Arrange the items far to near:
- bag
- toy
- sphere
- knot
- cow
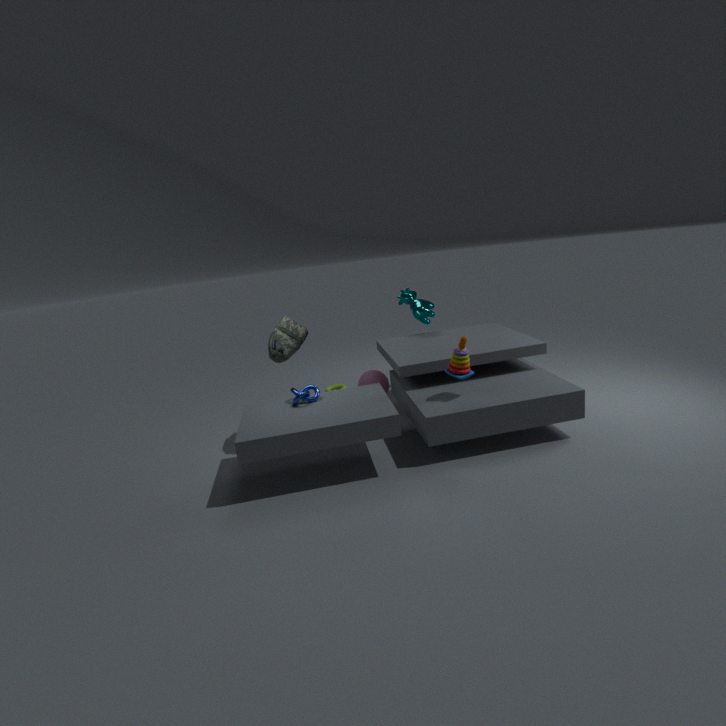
1. cow
2. sphere
3. bag
4. knot
5. toy
